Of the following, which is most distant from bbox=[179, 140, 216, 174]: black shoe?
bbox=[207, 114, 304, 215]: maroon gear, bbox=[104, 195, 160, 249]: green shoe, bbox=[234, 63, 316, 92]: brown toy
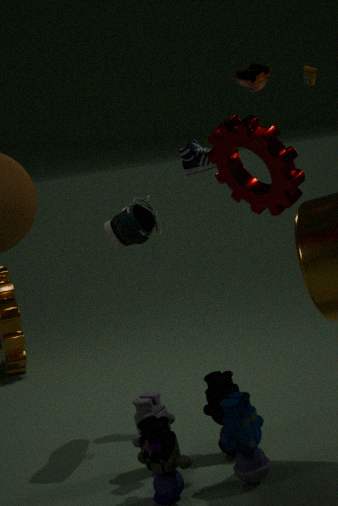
bbox=[207, 114, 304, 215]: maroon gear
